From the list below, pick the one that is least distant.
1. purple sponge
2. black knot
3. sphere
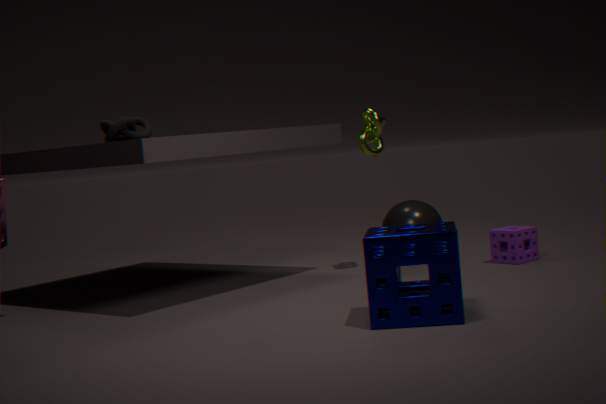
black knot
